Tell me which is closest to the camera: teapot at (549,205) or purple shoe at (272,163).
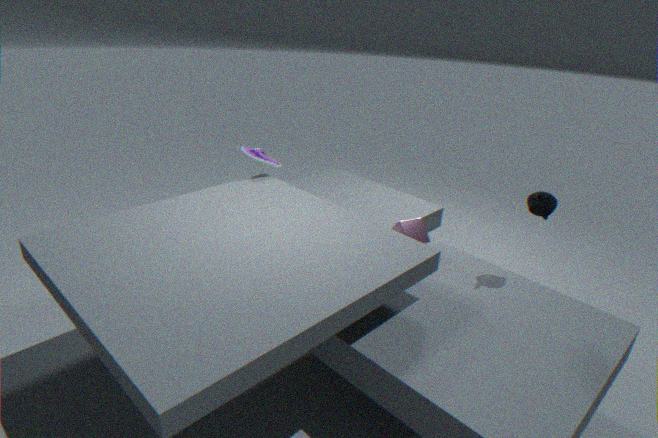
teapot at (549,205)
